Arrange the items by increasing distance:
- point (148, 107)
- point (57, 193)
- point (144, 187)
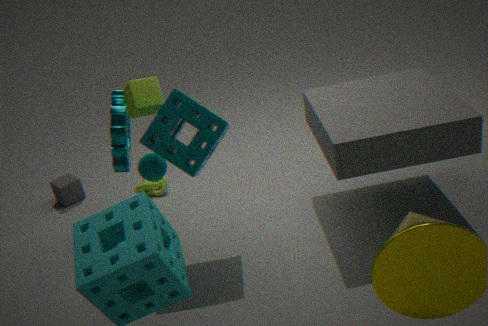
1. point (148, 107)
2. point (144, 187)
3. point (57, 193)
